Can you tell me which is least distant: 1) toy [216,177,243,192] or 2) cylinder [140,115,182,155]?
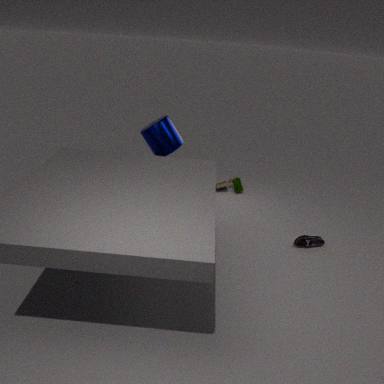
2. cylinder [140,115,182,155]
